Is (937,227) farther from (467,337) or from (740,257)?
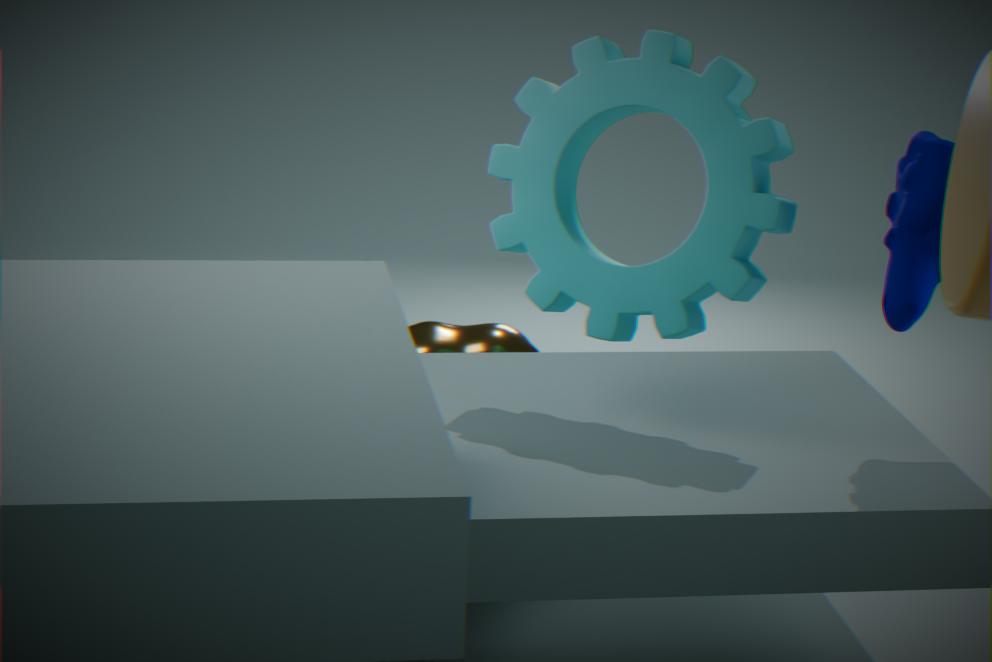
(467,337)
